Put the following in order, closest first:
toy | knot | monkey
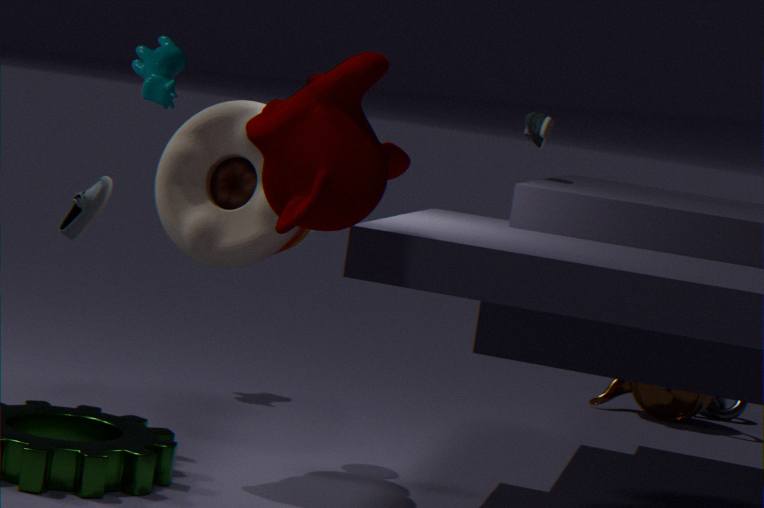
monkey < toy < knot
